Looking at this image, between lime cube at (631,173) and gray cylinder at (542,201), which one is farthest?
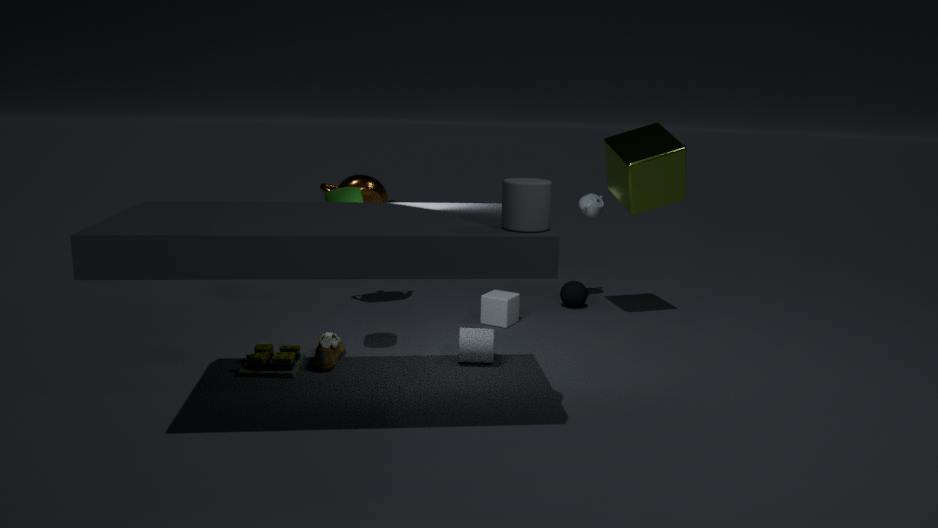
lime cube at (631,173)
